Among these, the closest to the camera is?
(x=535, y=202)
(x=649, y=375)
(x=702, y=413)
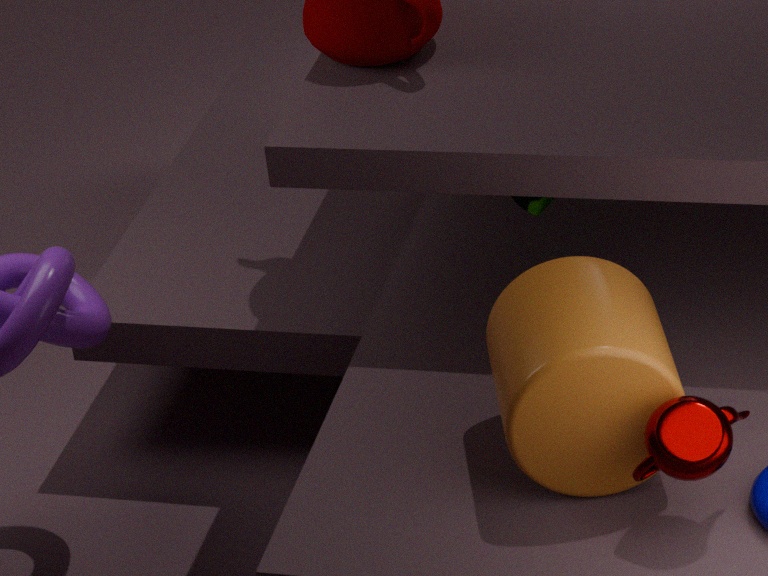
(x=702, y=413)
